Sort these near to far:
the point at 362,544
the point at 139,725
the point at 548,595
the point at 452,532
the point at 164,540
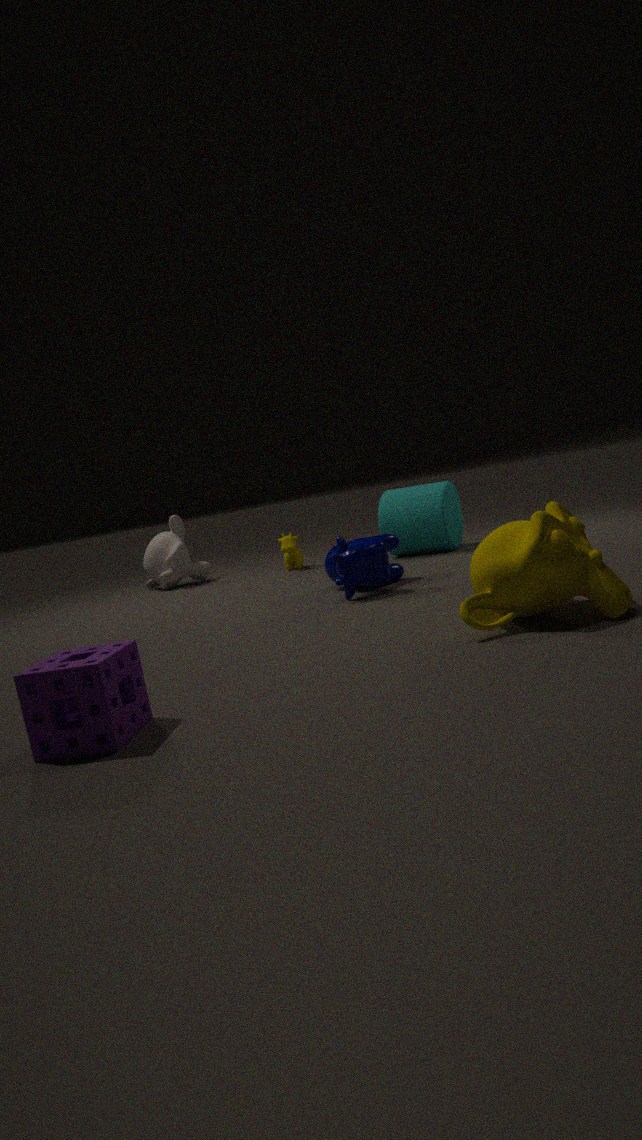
the point at 139,725 < the point at 548,595 < the point at 362,544 < the point at 452,532 < the point at 164,540
